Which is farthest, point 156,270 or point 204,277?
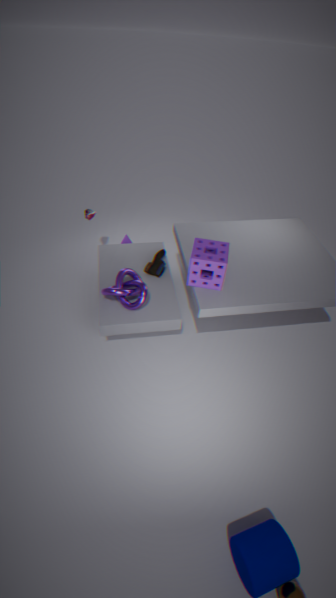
point 156,270
